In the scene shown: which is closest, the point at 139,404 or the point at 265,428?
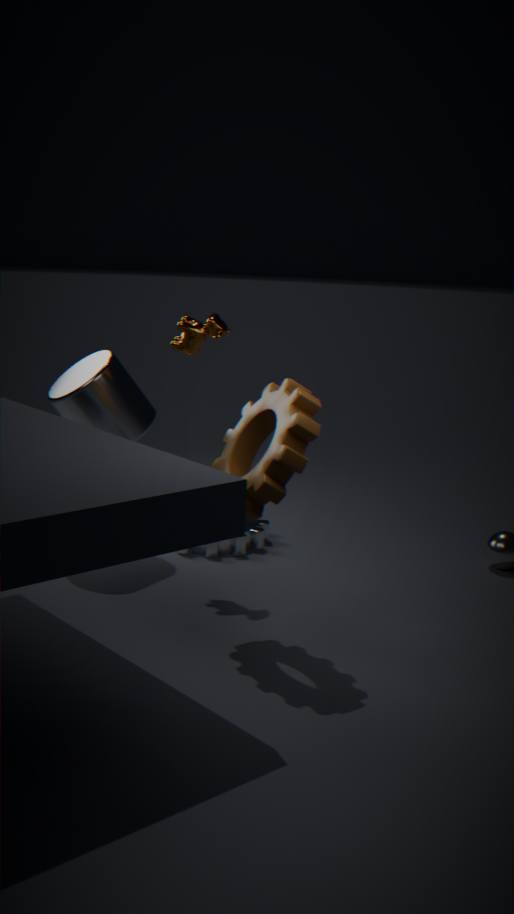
the point at 265,428
